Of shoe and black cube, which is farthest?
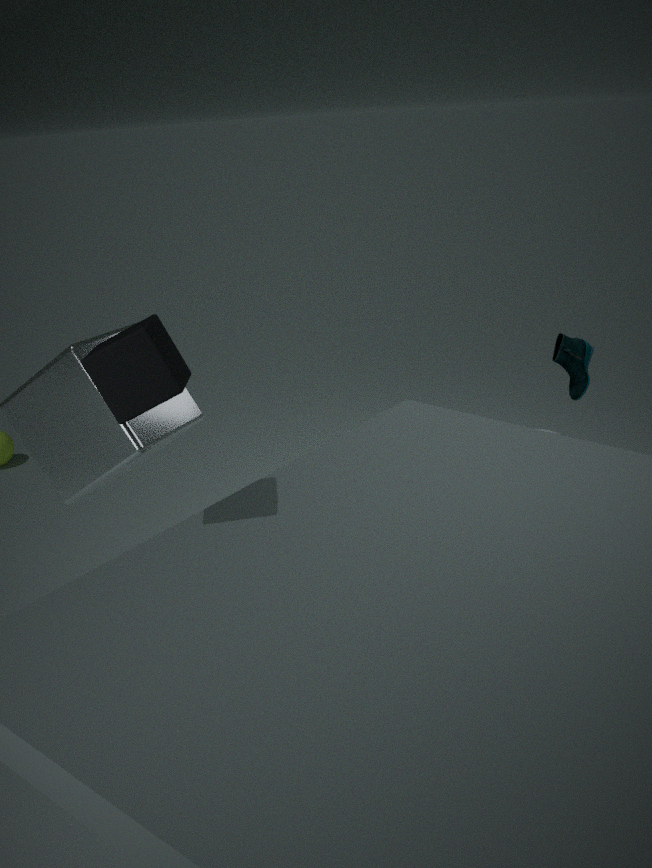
shoe
